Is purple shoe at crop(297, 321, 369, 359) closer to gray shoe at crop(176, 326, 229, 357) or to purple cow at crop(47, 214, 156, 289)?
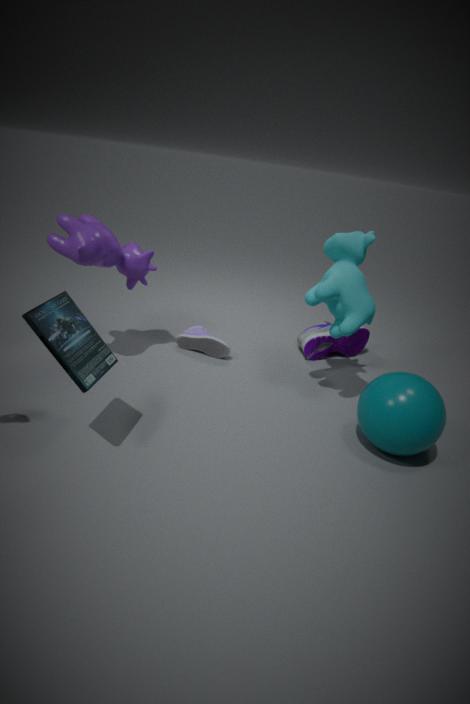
gray shoe at crop(176, 326, 229, 357)
